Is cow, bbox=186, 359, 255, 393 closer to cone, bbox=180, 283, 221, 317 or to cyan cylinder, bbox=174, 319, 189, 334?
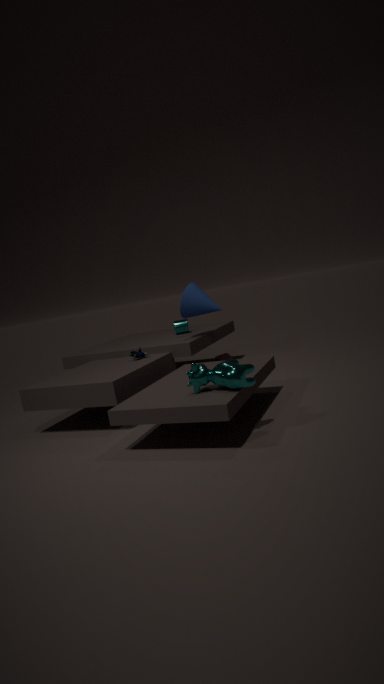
cone, bbox=180, 283, 221, 317
